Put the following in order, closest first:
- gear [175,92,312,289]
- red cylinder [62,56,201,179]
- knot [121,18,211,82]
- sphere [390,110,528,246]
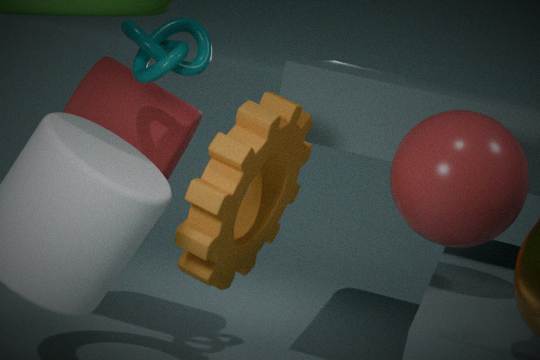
1. sphere [390,110,528,246]
2. gear [175,92,312,289]
3. knot [121,18,211,82]
4. red cylinder [62,56,201,179]
